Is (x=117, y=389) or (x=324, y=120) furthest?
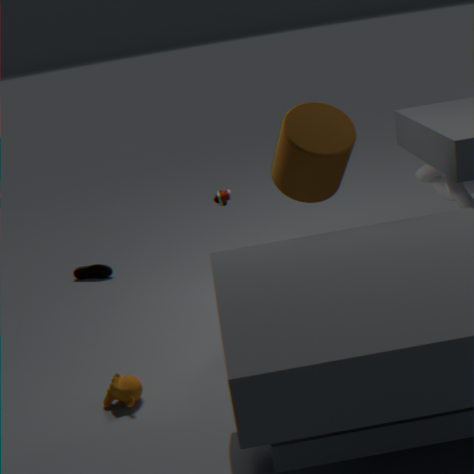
(x=324, y=120)
